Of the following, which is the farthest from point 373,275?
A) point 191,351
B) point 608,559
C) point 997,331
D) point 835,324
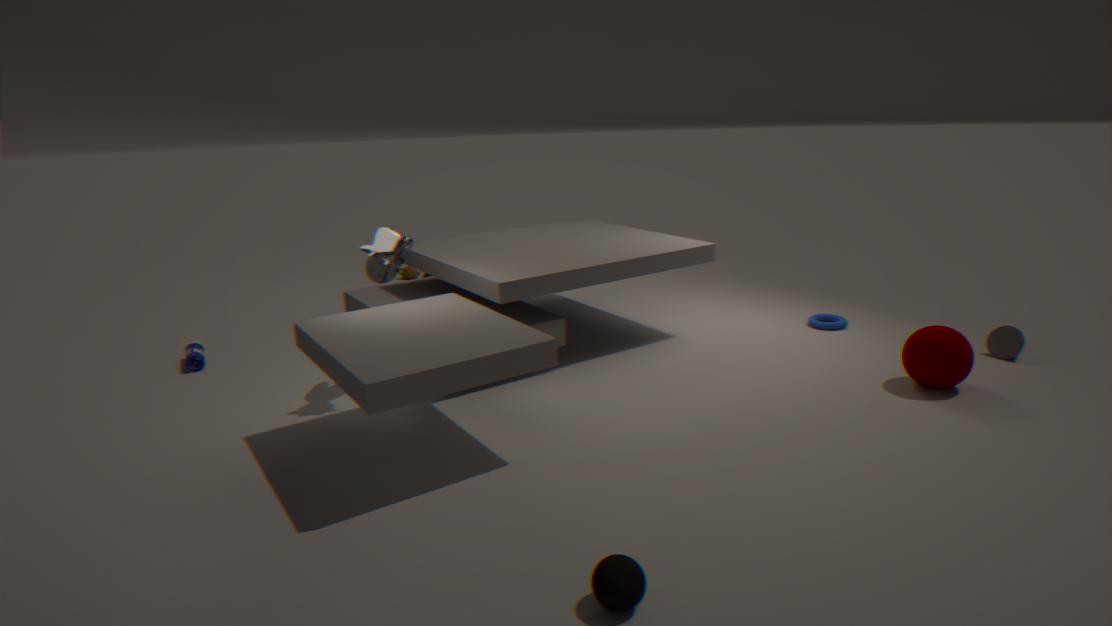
point 997,331
